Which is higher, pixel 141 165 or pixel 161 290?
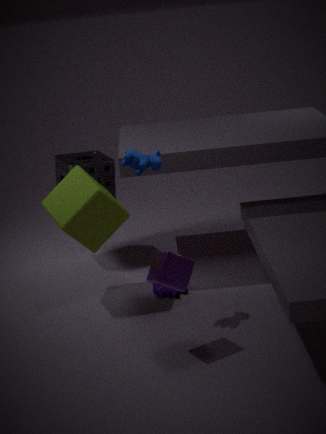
pixel 141 165
